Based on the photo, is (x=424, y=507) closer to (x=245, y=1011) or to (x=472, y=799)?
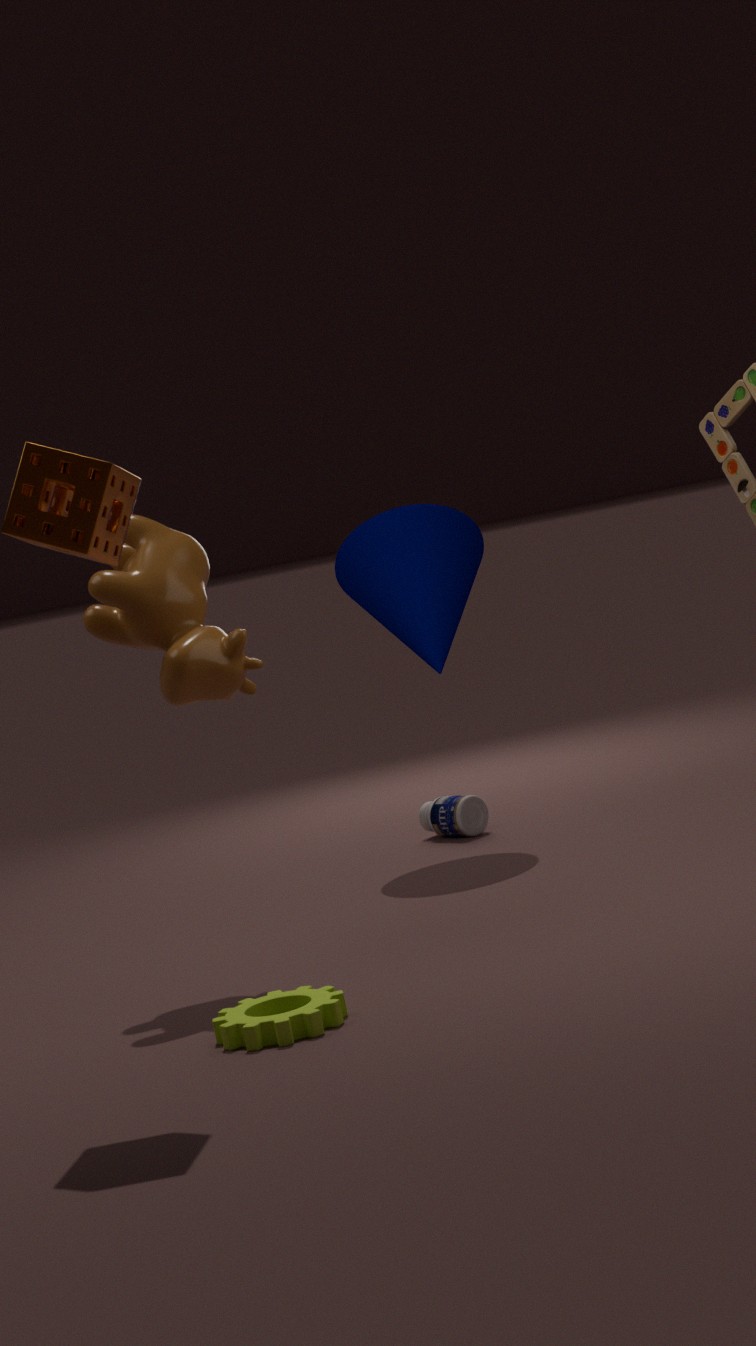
(x=472, y=799)
